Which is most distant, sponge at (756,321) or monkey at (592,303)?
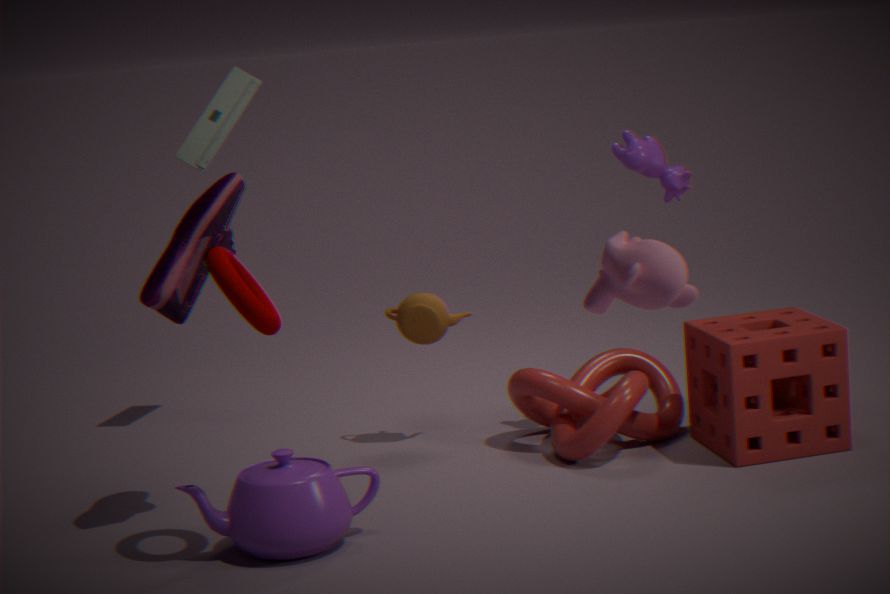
sponge at (756,321)
